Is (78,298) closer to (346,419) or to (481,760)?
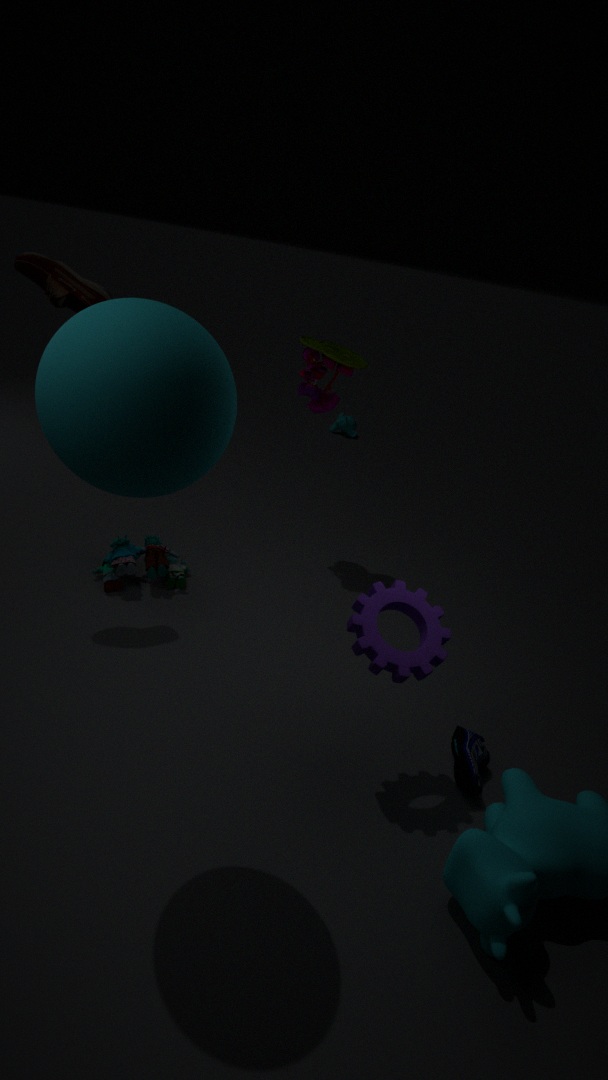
(481,760)
